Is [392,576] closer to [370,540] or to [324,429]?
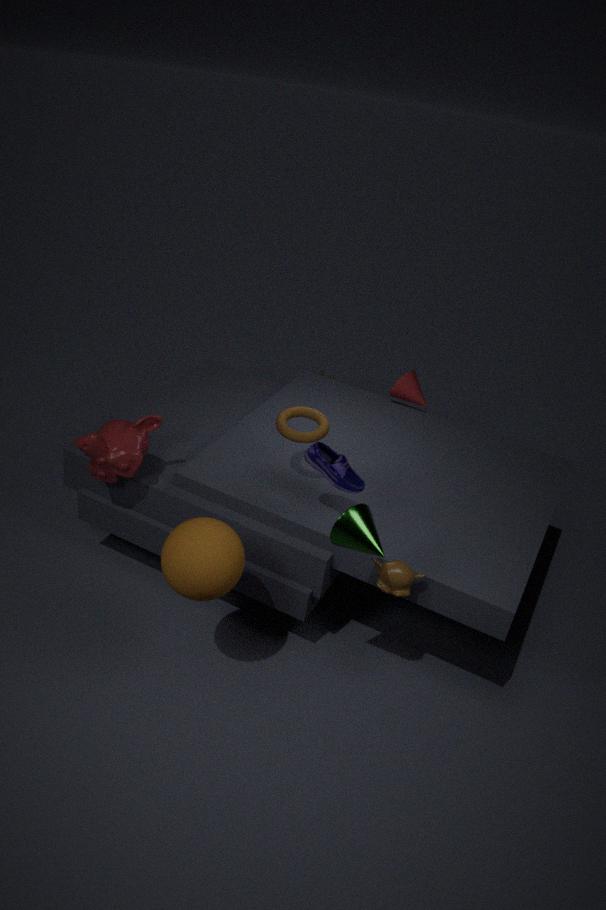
[370,540]
